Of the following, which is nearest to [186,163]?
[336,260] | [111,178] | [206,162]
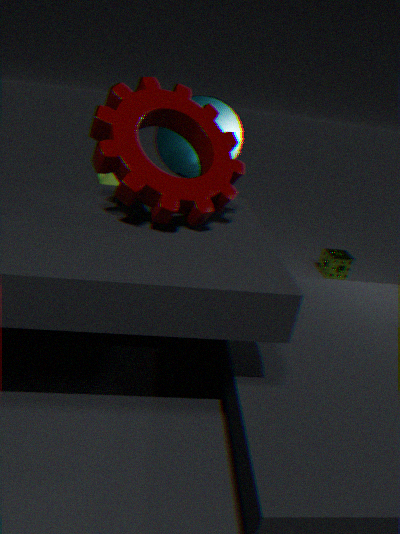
[206,162]
